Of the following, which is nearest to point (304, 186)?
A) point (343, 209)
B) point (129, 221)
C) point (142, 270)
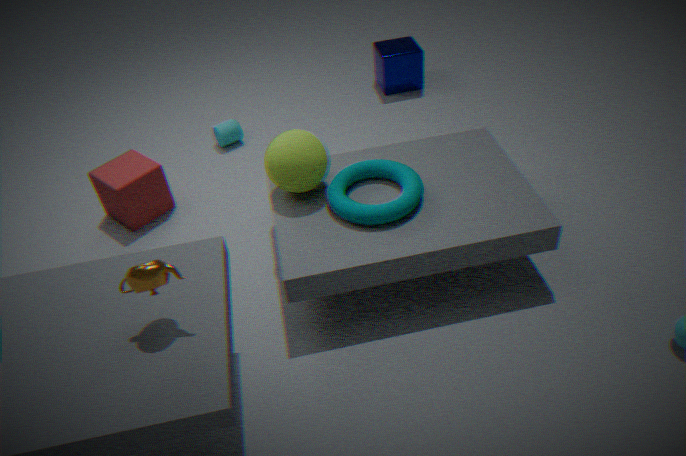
point (343, 209)
